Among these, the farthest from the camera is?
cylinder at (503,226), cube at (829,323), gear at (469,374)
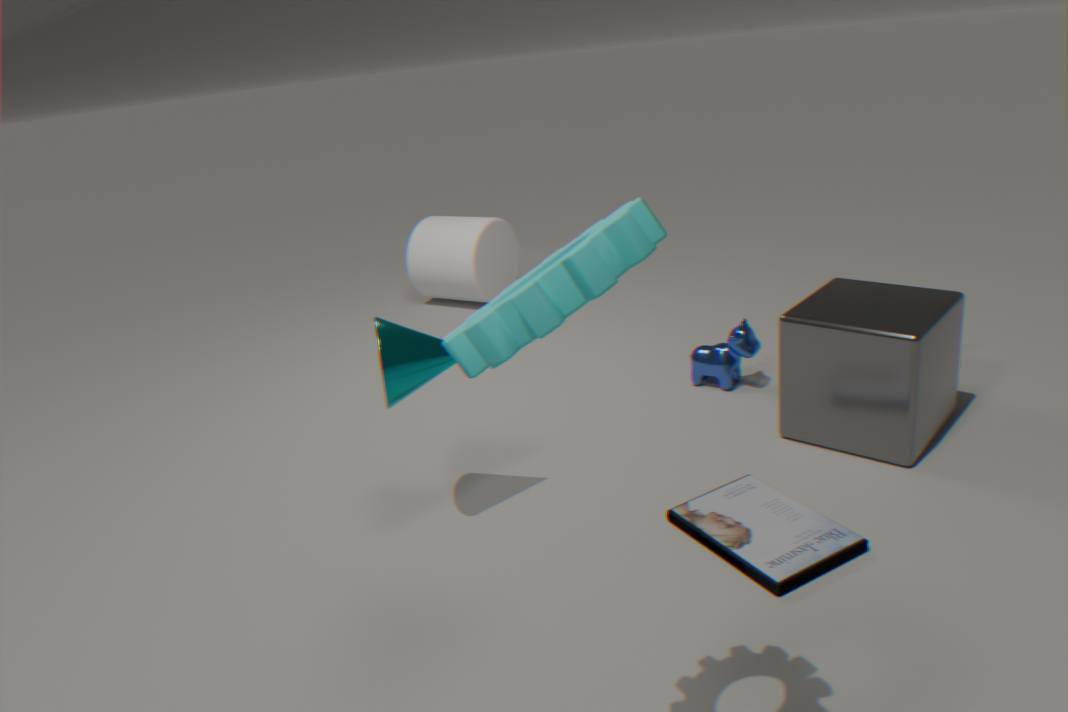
cylinder at (503,226)
